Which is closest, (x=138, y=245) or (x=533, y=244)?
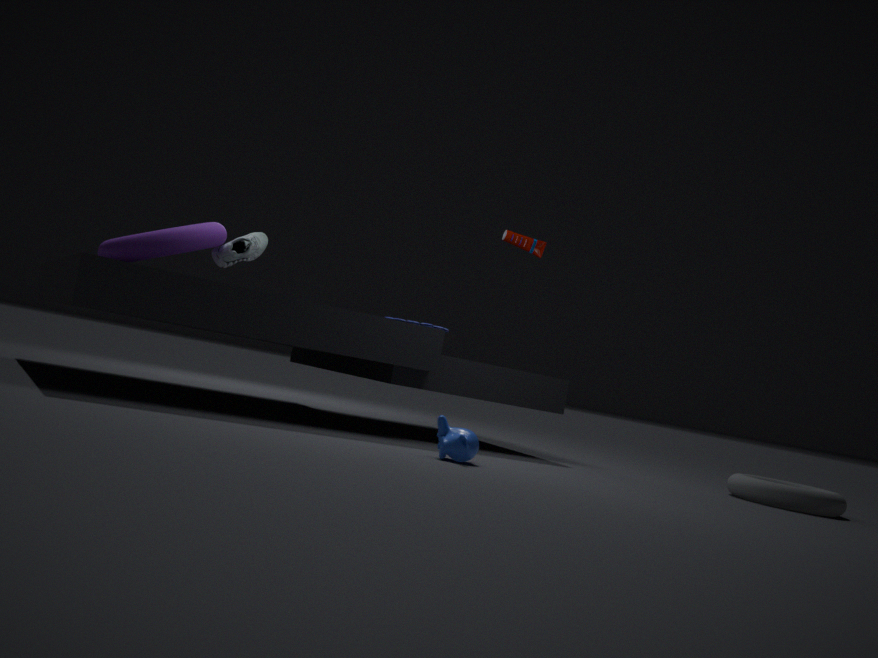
(x=138, y=245)
